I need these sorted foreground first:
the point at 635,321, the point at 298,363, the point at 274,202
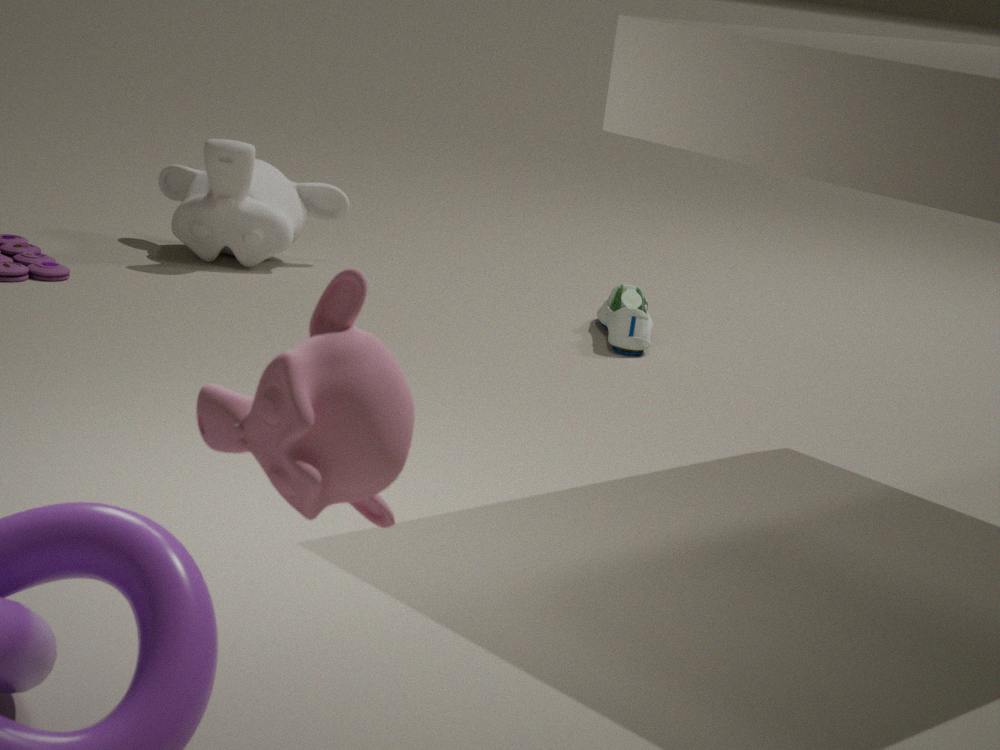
the point at 298,363 → the point at 635,321 → the point at 274,202
